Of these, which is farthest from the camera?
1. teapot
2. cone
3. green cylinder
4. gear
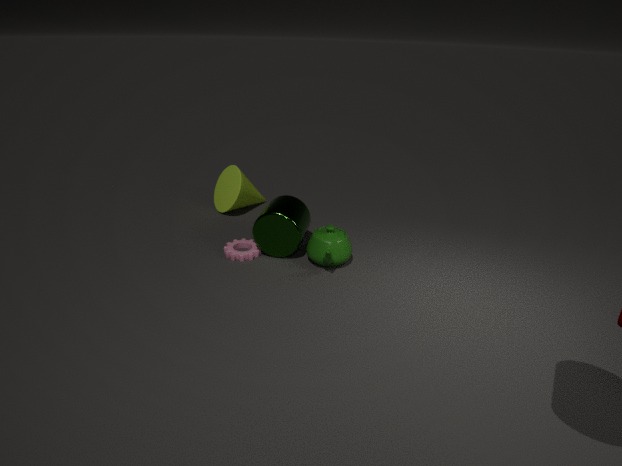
cone
